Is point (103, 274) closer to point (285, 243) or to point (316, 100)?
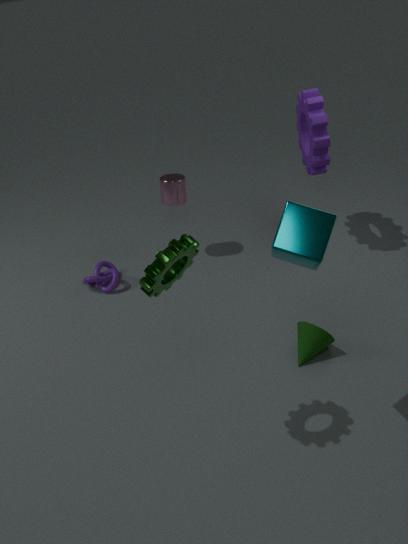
point (316, 100)
